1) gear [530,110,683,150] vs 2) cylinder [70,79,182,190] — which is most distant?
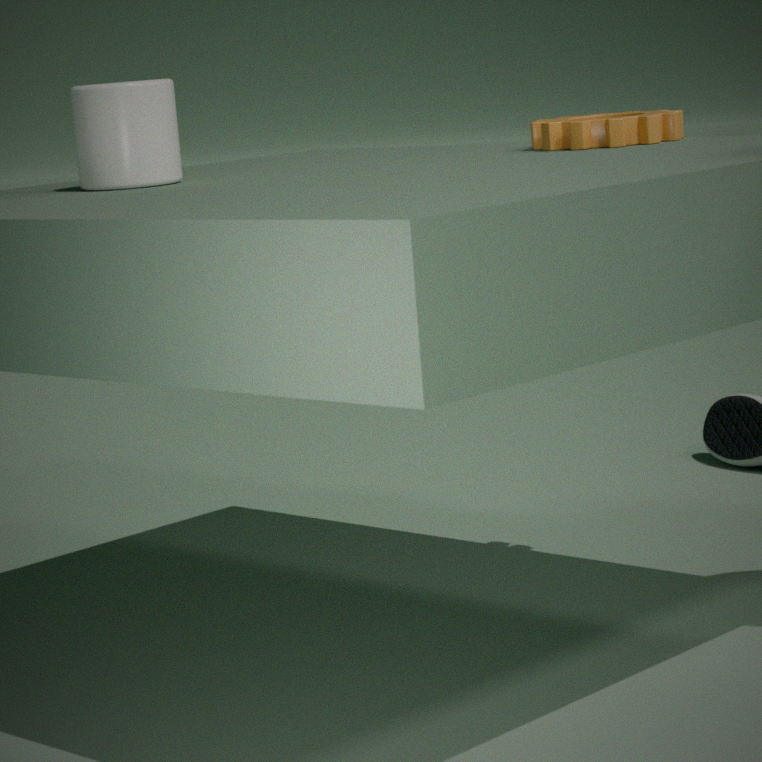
1. gear [530,110,683,150]
